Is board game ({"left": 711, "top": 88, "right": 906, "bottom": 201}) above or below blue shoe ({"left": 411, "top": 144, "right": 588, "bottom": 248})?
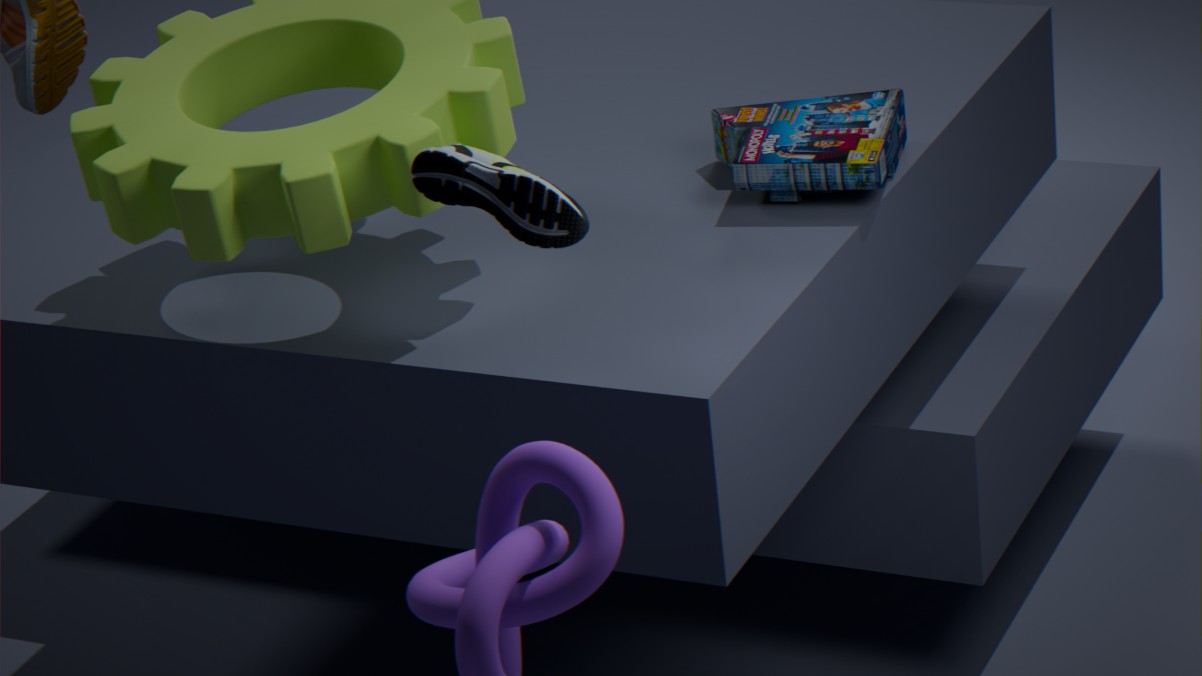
below
